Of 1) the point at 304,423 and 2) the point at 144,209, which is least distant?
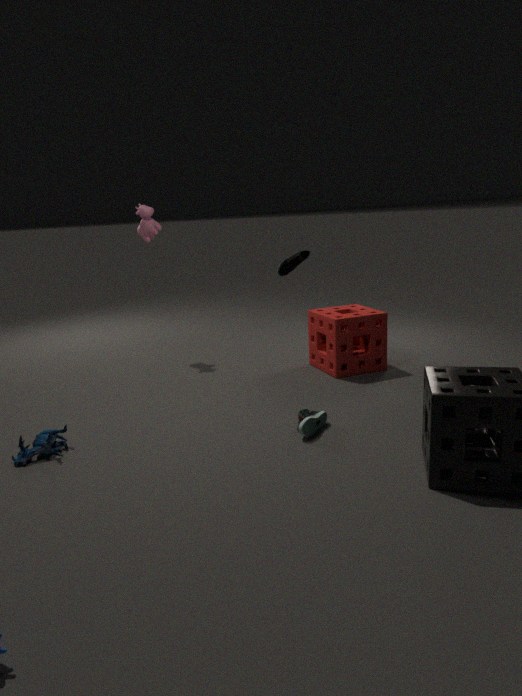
1. the point at 304,423
